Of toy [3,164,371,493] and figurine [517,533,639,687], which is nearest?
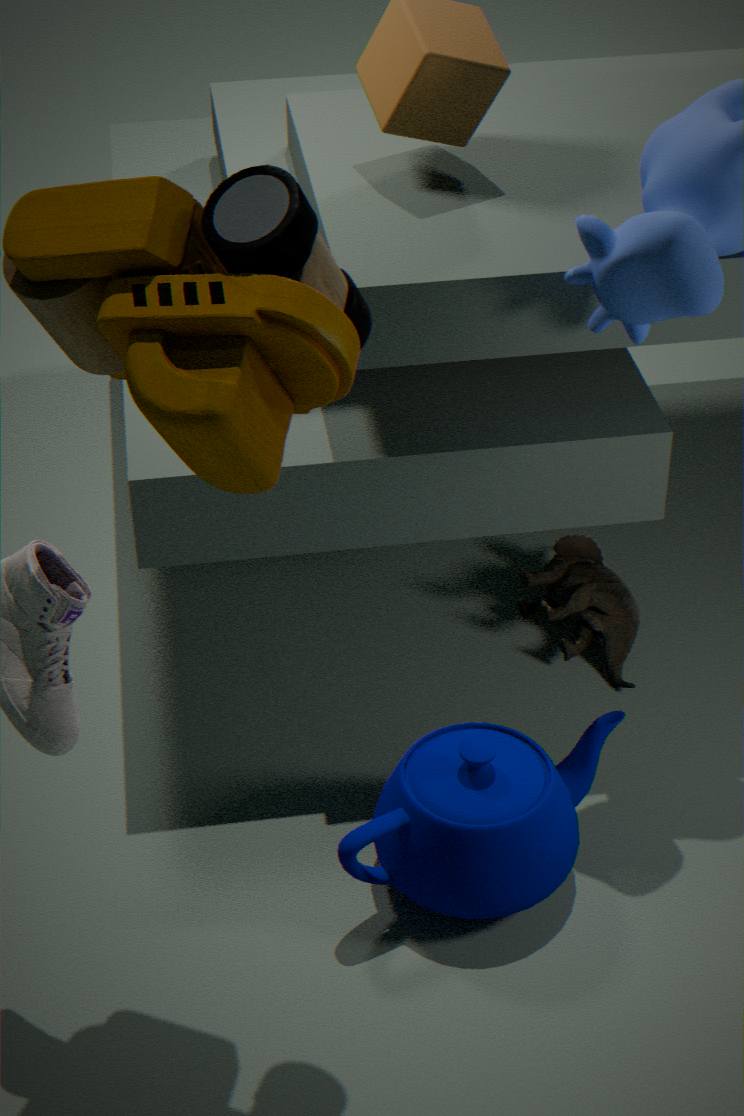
toy [3,164,371,493]
